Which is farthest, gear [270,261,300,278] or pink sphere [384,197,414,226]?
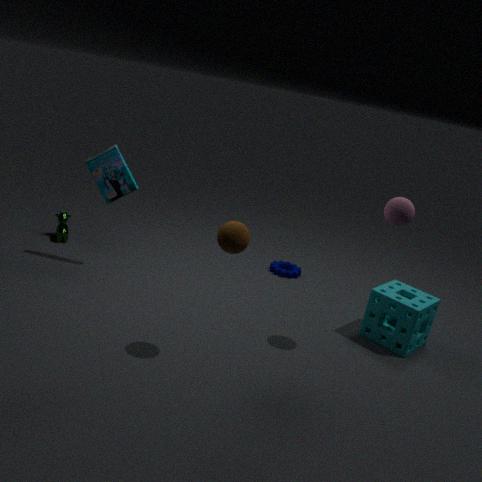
gear [270,261,300,278]
